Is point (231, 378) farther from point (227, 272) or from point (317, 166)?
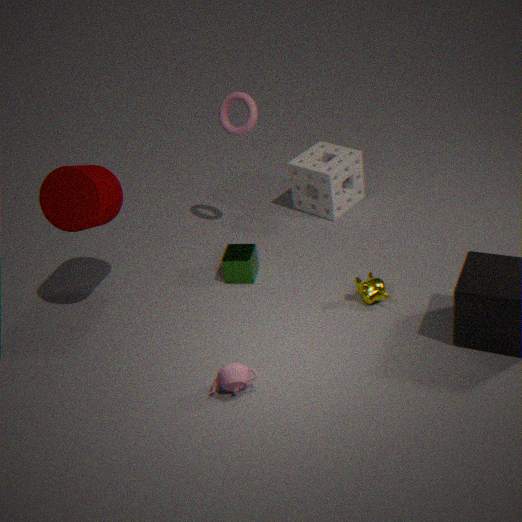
point (317, 166)
